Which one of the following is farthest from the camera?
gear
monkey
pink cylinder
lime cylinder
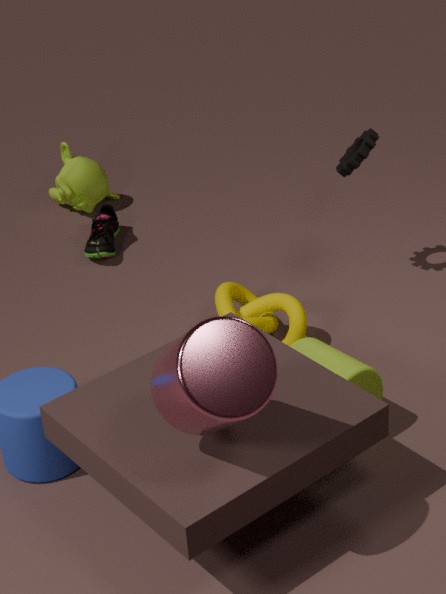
monkey
